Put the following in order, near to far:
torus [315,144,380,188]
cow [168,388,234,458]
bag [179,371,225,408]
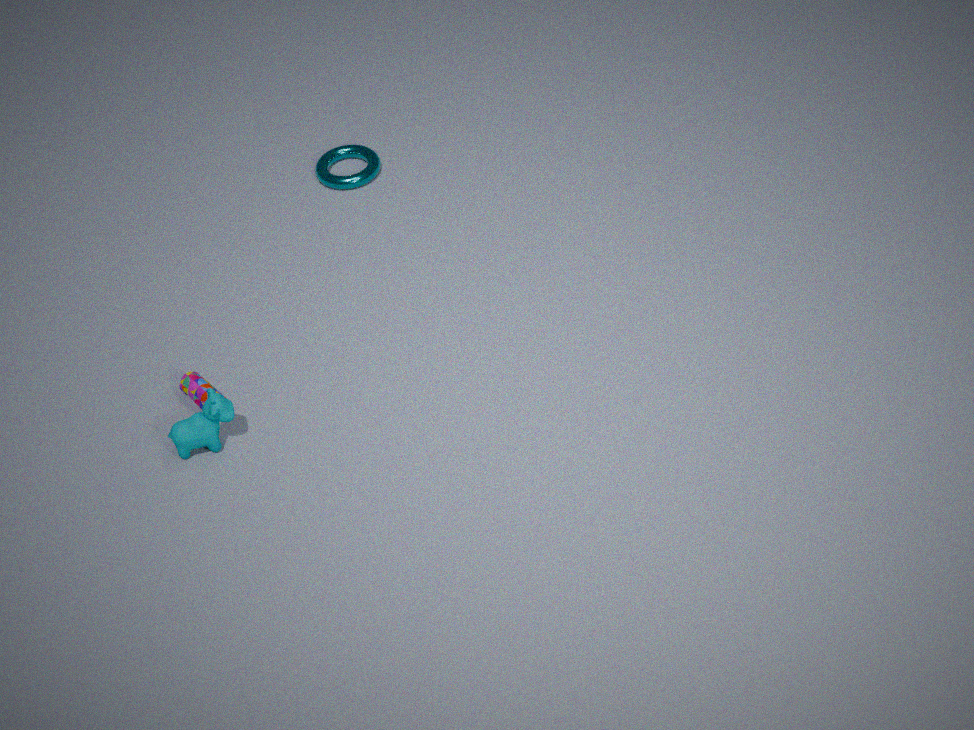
1. cow [168,388,234,458]
2. bag [179,371,225,408]
3. torus [315,144,380,188]
